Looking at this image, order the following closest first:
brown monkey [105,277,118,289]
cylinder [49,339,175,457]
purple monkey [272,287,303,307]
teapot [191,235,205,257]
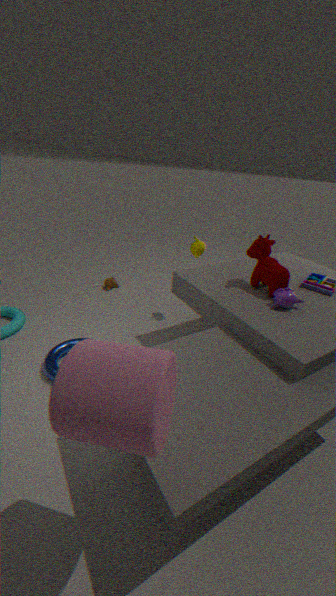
1. cylinder [49,339,175,457]
2. purple monkey [272,287,303,307]
3. teapot [191,235,205,257]
4. brown monkey [105,277,118,289]
